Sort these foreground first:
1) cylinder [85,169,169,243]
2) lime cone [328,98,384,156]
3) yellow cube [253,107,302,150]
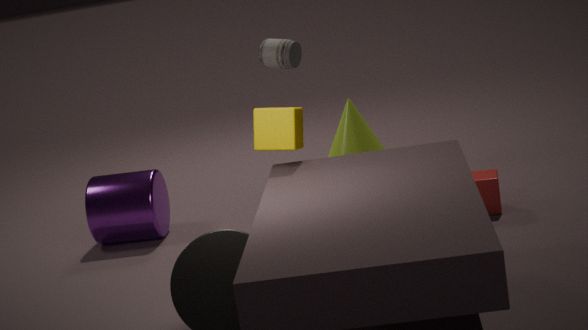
3. yellow cube [253,107,302,150] < 1. cylinder [85,169,169,243] < 2. lime cone [328,98,384,156]
